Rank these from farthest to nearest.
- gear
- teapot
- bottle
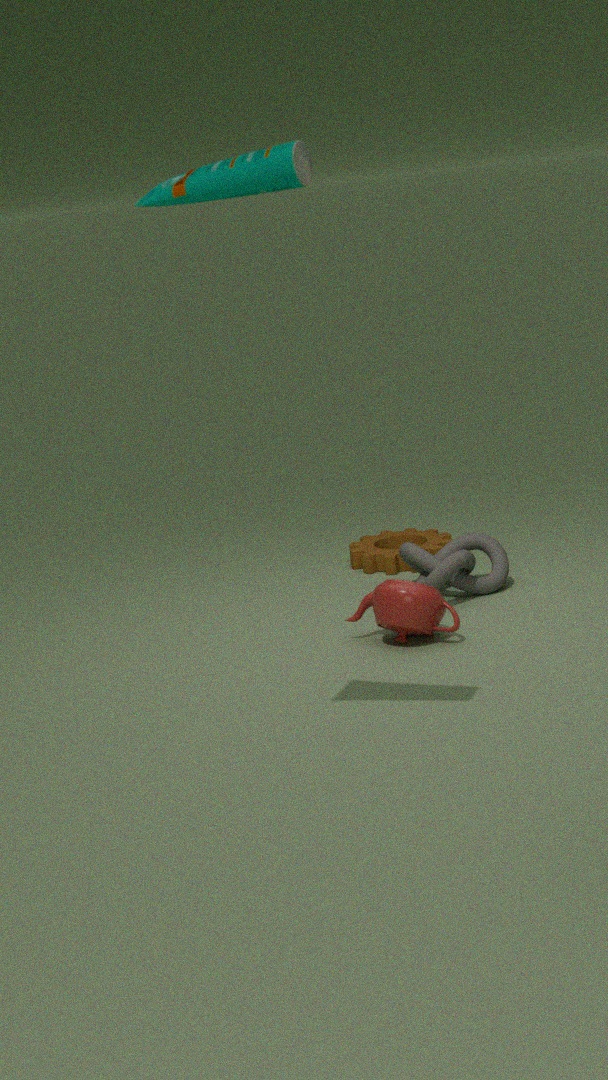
gear → teapot → bottle
